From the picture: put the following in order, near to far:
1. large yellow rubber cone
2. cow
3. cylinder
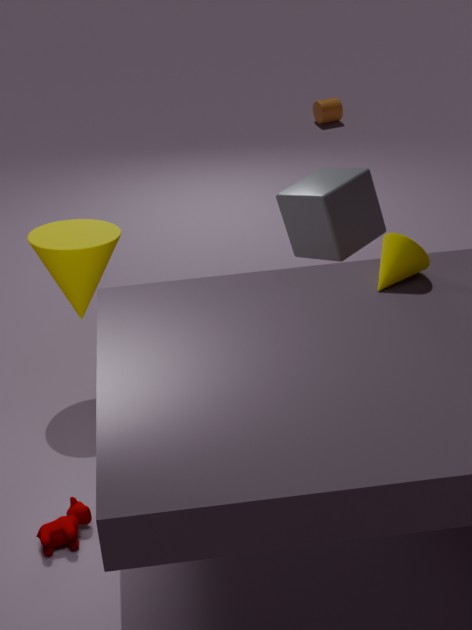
cow < large yellow rubber cone < cylinder
